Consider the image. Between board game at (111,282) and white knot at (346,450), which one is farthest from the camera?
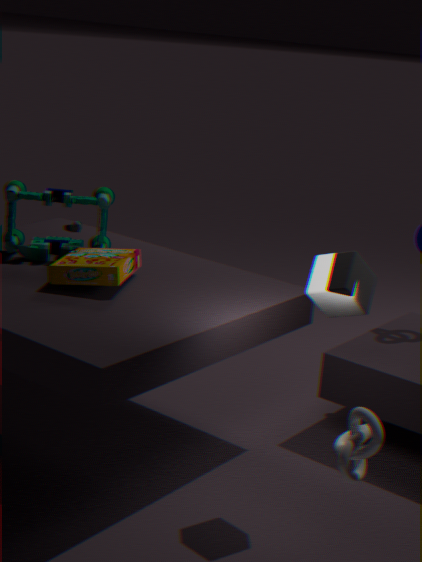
board game at (111,282)
